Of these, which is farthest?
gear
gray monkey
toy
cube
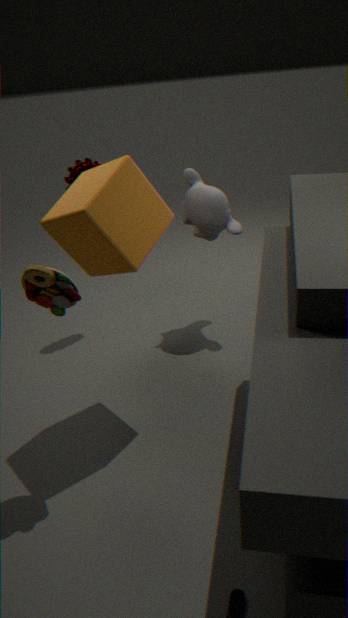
gear
